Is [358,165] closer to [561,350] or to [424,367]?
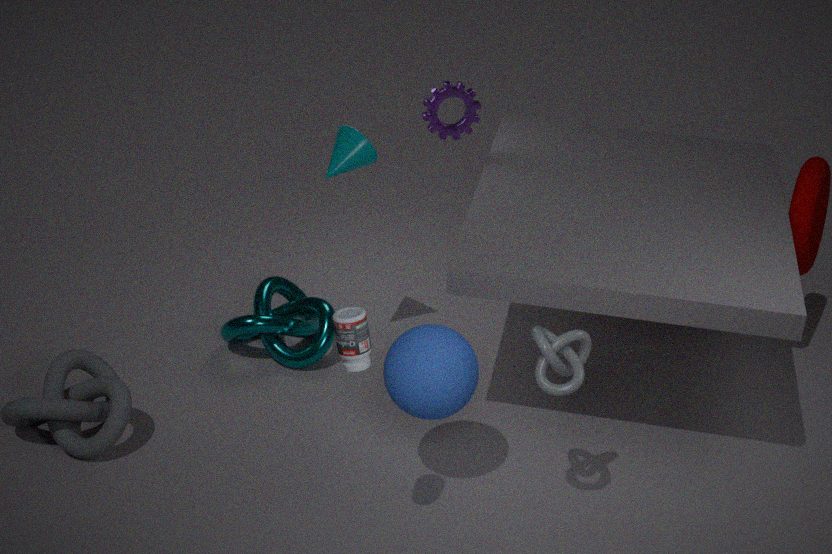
[424,367]
